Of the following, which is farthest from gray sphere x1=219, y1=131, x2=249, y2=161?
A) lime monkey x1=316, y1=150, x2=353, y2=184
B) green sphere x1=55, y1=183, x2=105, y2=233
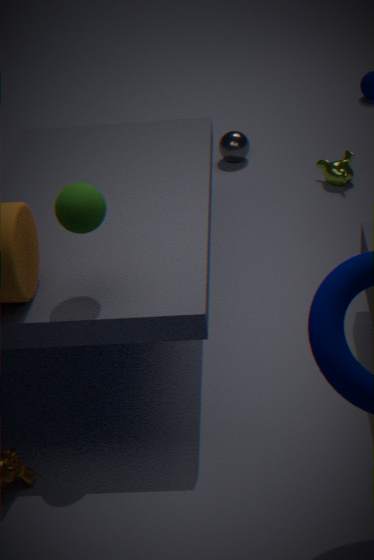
green sphere x1=55, y1=183, x2=105, y2=233
